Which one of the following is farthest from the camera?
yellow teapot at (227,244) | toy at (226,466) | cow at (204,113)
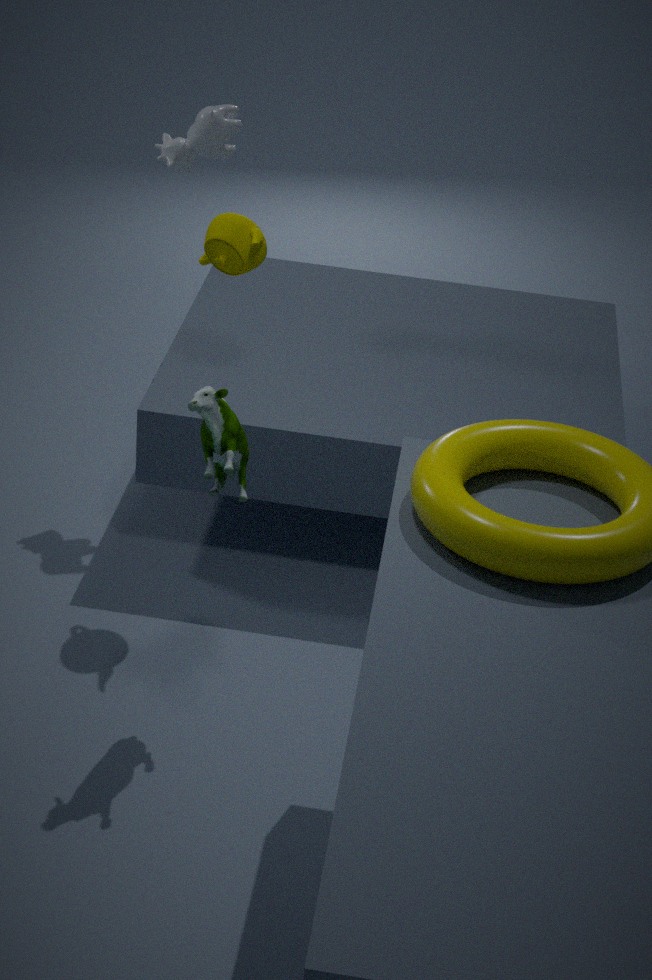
cow at (204,113)
